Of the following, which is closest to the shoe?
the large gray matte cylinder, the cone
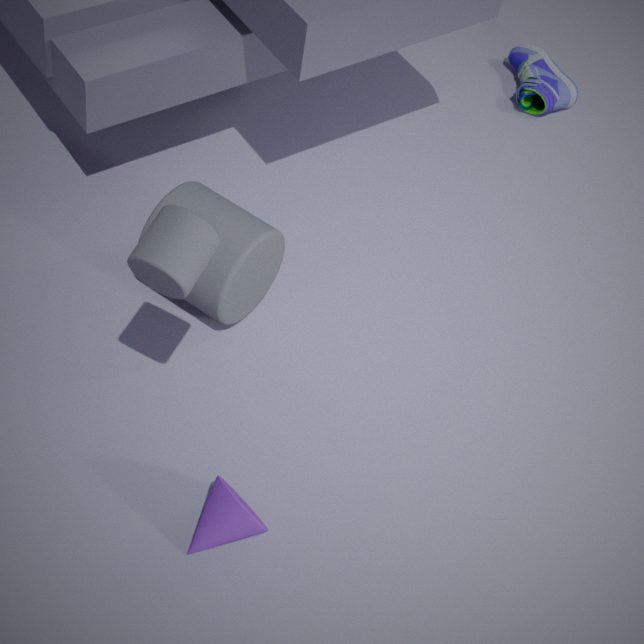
the large gray matte cylinder
